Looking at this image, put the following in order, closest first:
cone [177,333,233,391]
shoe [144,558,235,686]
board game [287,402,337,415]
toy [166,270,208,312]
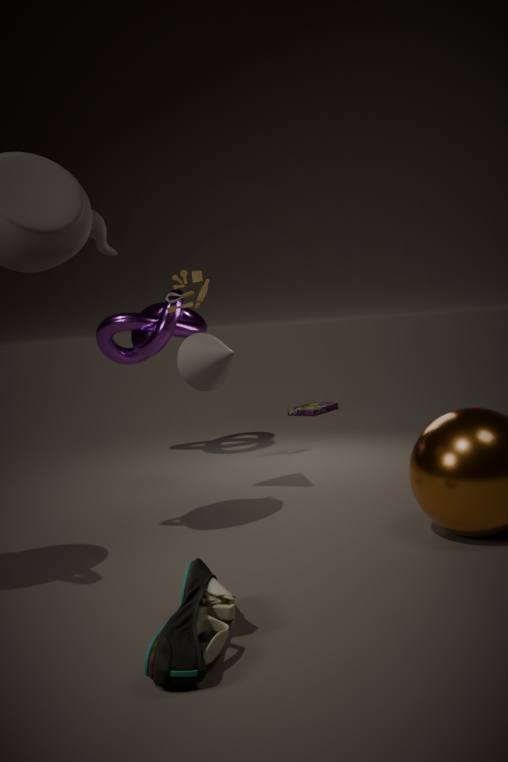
shoe [144,558,235,686] < cone [177,333,233,391] < toy [166,270,208,312] < board game [287,402,337,415]
